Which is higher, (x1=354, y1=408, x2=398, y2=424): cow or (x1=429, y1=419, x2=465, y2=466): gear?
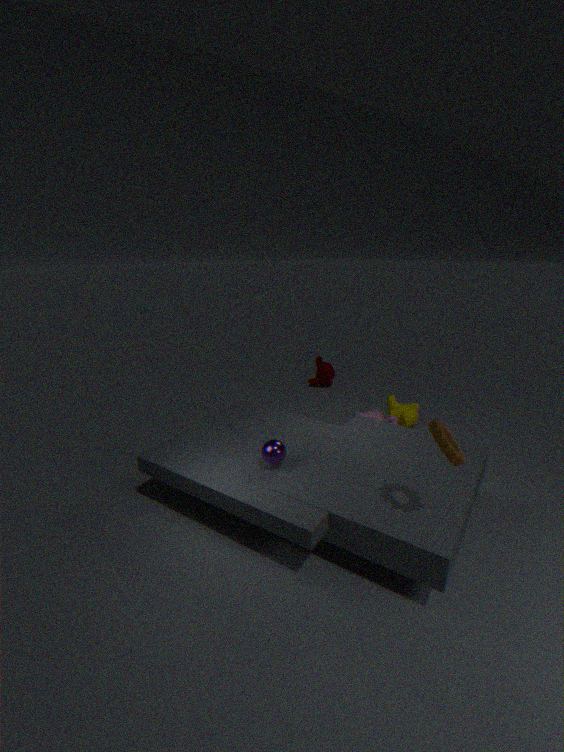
(x1=429, y1=419, x2=465, y2=466): gear
